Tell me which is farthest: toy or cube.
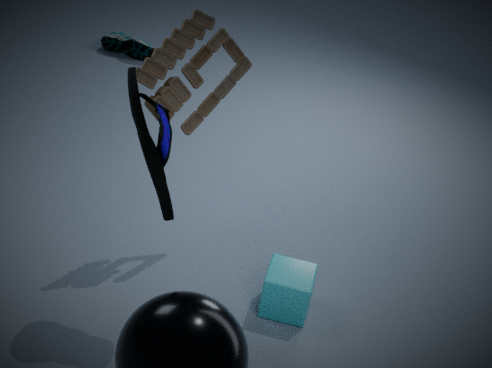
cube
